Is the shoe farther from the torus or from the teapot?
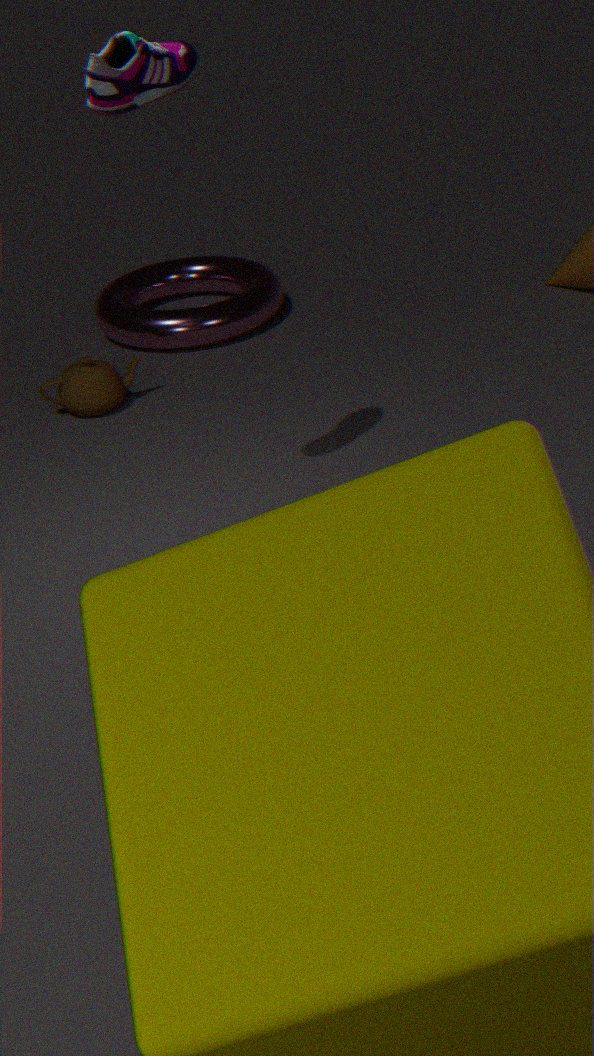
→ the torus
